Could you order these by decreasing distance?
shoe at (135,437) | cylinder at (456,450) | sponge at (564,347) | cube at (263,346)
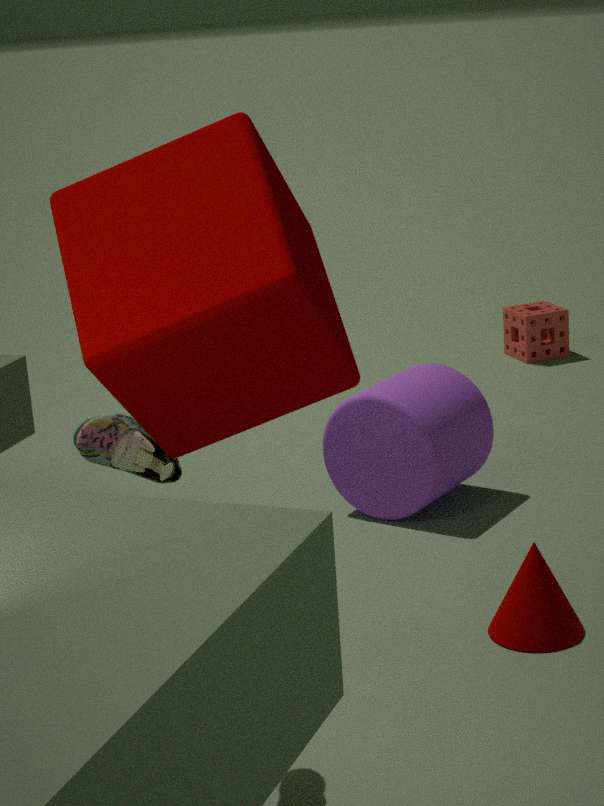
sponge at (564,347) → cylinder at (456,450) → shoe at (135,437) → cube at (263,346)
